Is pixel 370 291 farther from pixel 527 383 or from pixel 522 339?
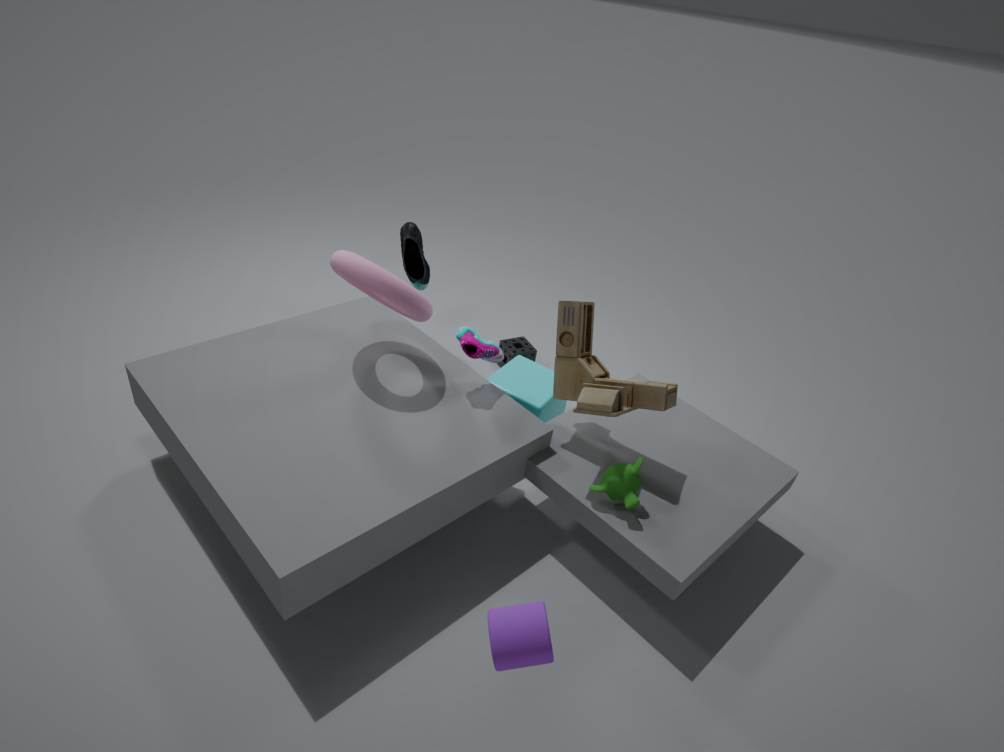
pixel 522 339
